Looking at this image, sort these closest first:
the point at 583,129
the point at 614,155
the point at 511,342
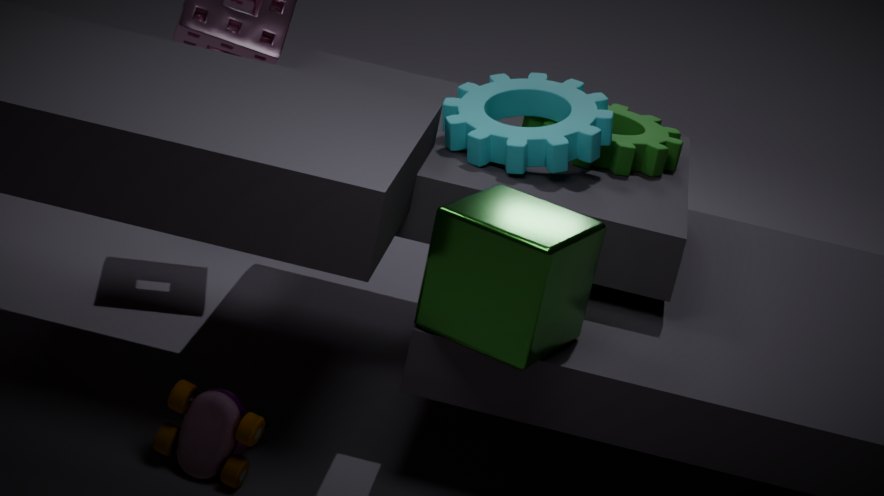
1. the point at 511,342
2. the point at 583,129
3. the point at 614,155
